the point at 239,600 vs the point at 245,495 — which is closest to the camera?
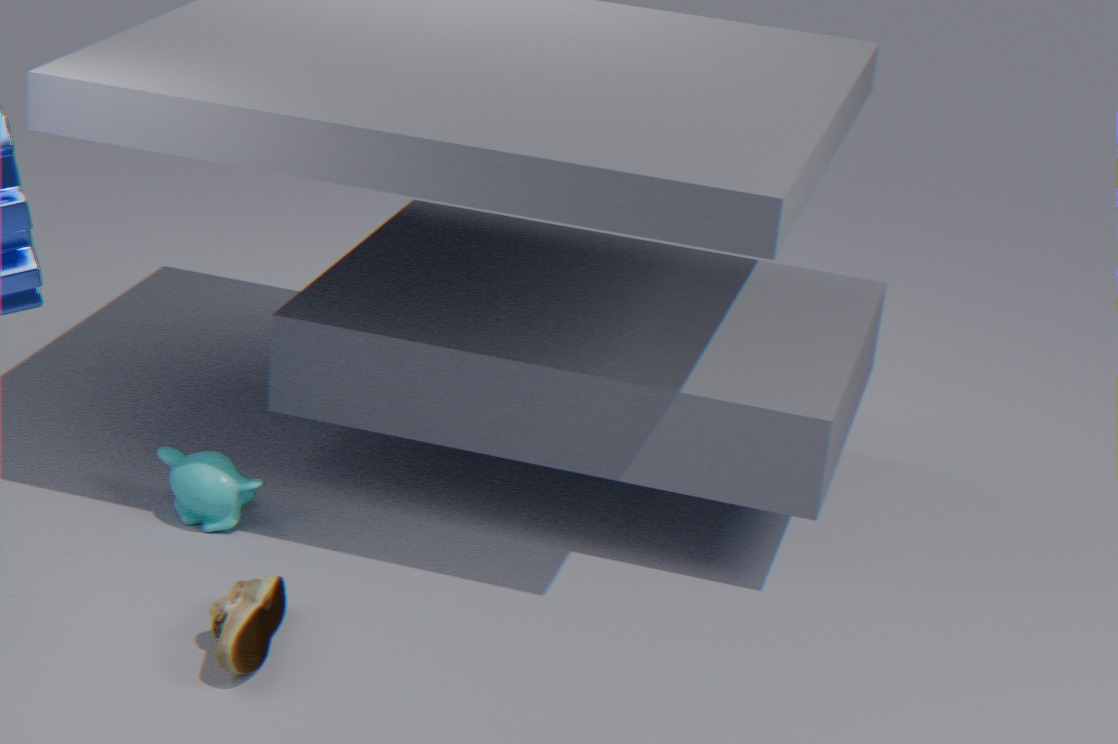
the point at 239,600
